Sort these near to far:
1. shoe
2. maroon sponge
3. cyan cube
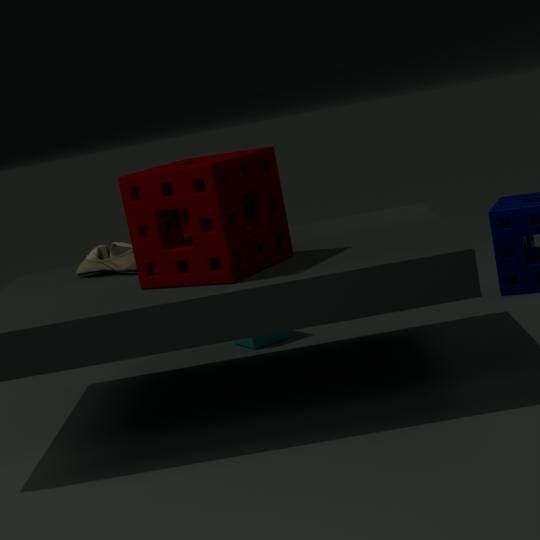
maroon sponge
shoe
cyan cube
